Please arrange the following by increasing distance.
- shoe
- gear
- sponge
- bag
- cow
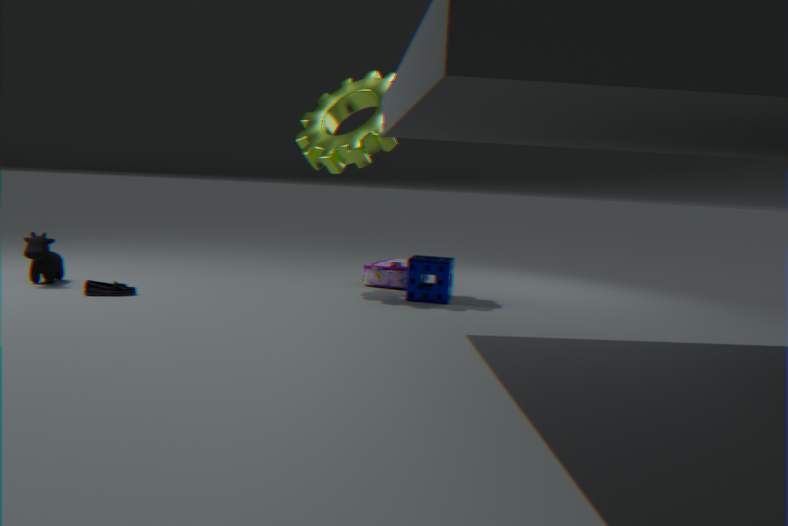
shoe < cow < gear < sponge < bag
